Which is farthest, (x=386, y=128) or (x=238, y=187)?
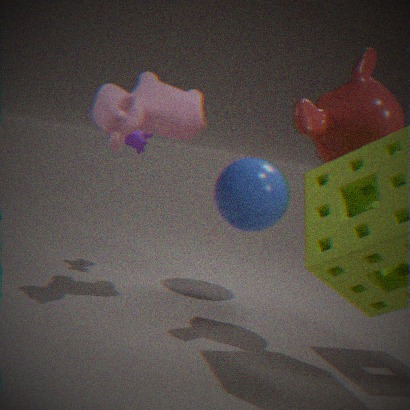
(x=238, y=187)
